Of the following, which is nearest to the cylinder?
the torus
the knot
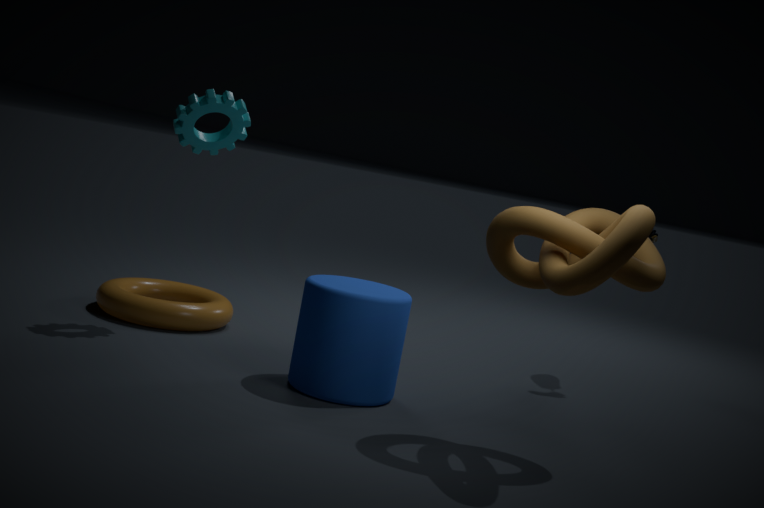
the knot
